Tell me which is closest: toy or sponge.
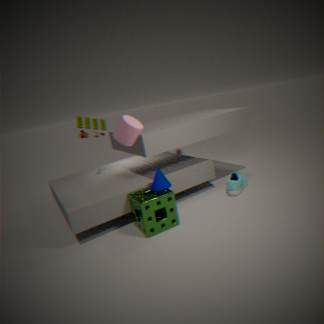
sponge
